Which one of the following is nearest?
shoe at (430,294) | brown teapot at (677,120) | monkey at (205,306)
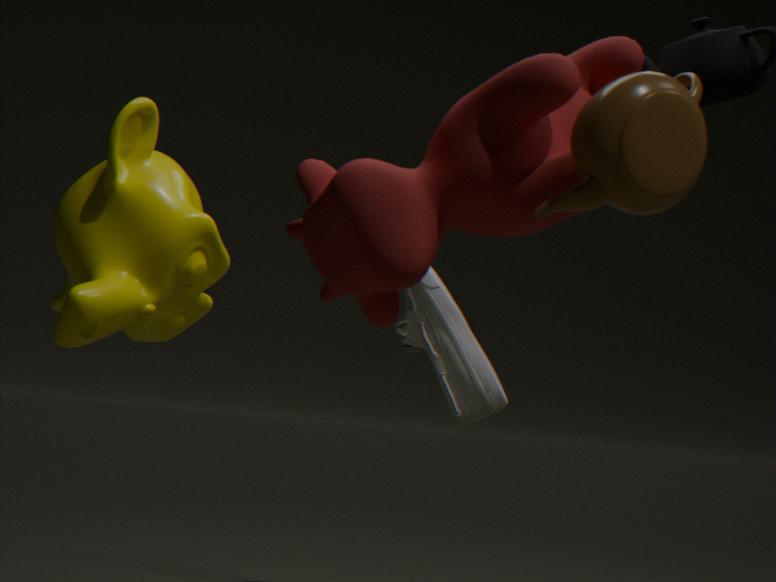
brown teapot at (677,120)
